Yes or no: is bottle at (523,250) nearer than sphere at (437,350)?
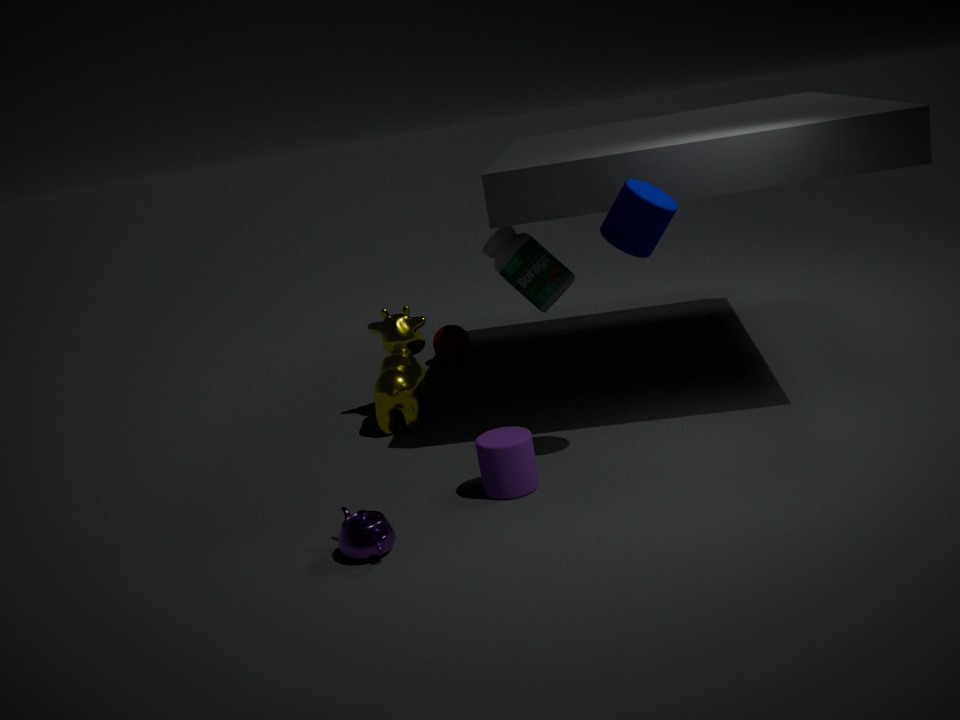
Yes
